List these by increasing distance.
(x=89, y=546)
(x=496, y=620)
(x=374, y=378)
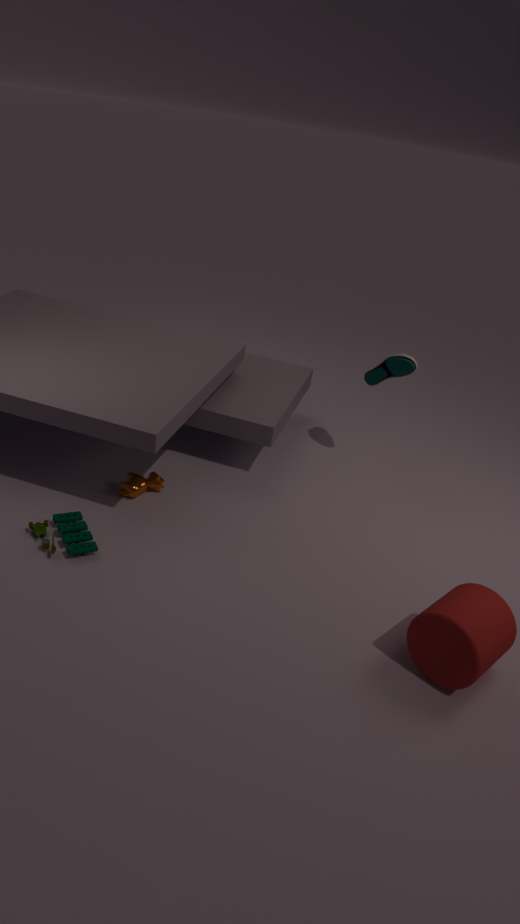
1. (x=496, y=620)
2. (x=89, y=546)
3. (x=374, y=378)
